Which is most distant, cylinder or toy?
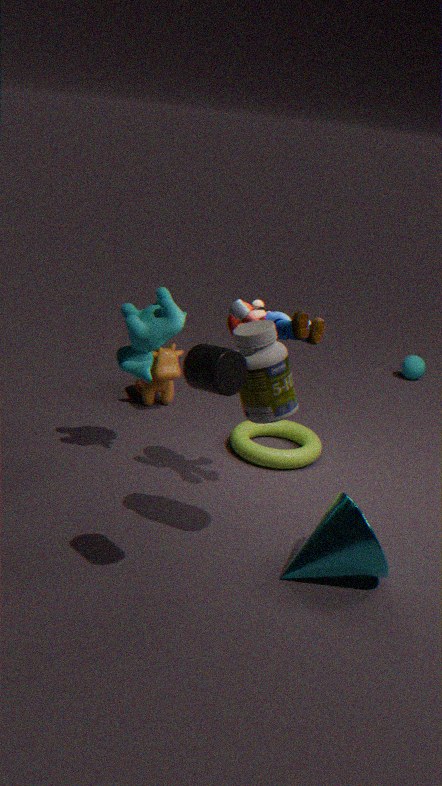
toy
